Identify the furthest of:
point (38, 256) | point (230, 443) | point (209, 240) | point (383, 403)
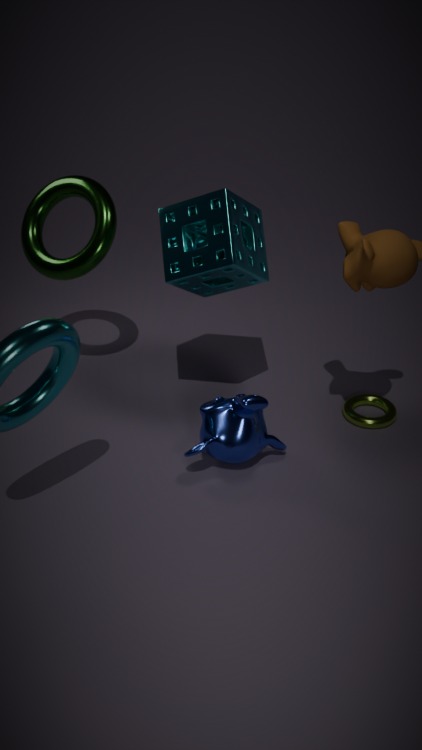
point (383, 403)
